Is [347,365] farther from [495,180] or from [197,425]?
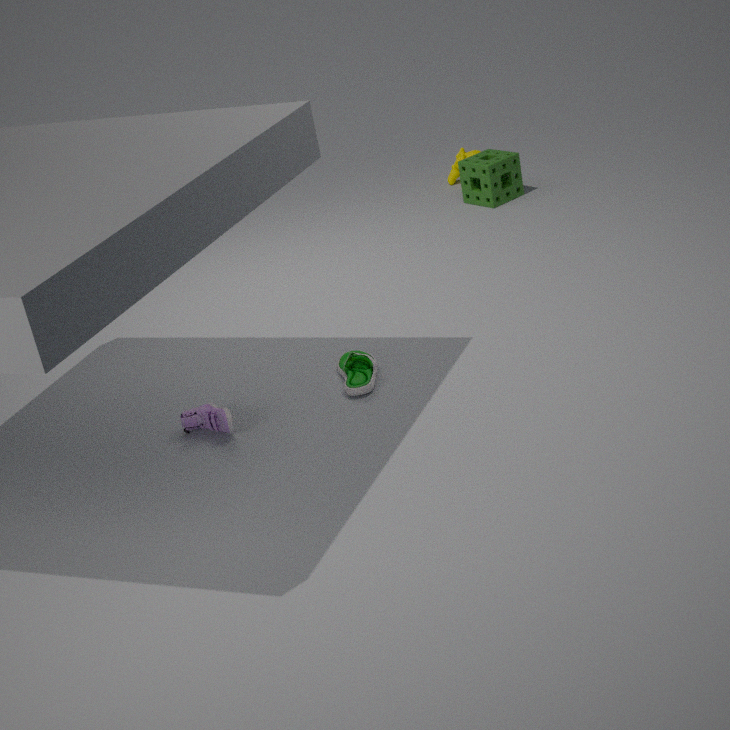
[495,180]
